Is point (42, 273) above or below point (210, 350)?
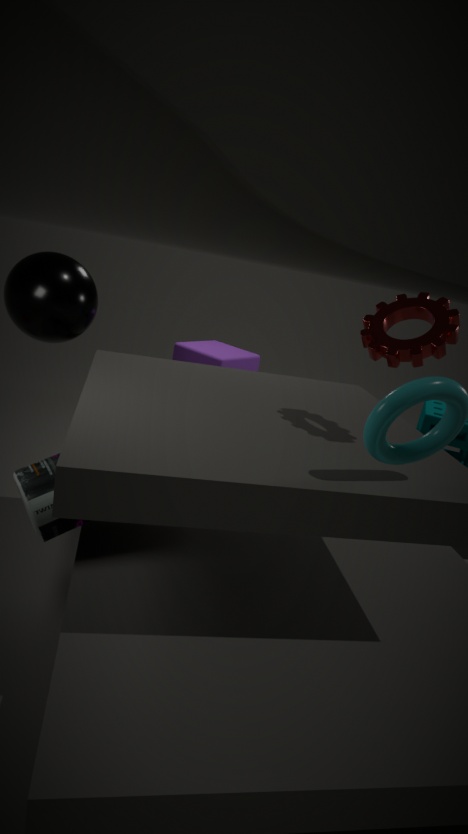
above
